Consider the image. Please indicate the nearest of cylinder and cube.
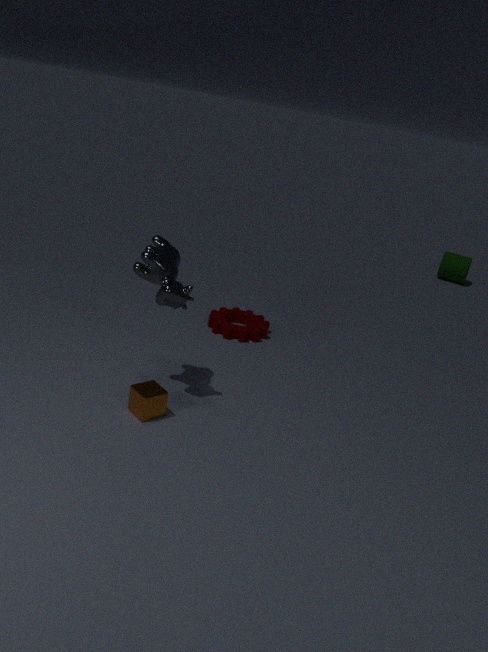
cube
